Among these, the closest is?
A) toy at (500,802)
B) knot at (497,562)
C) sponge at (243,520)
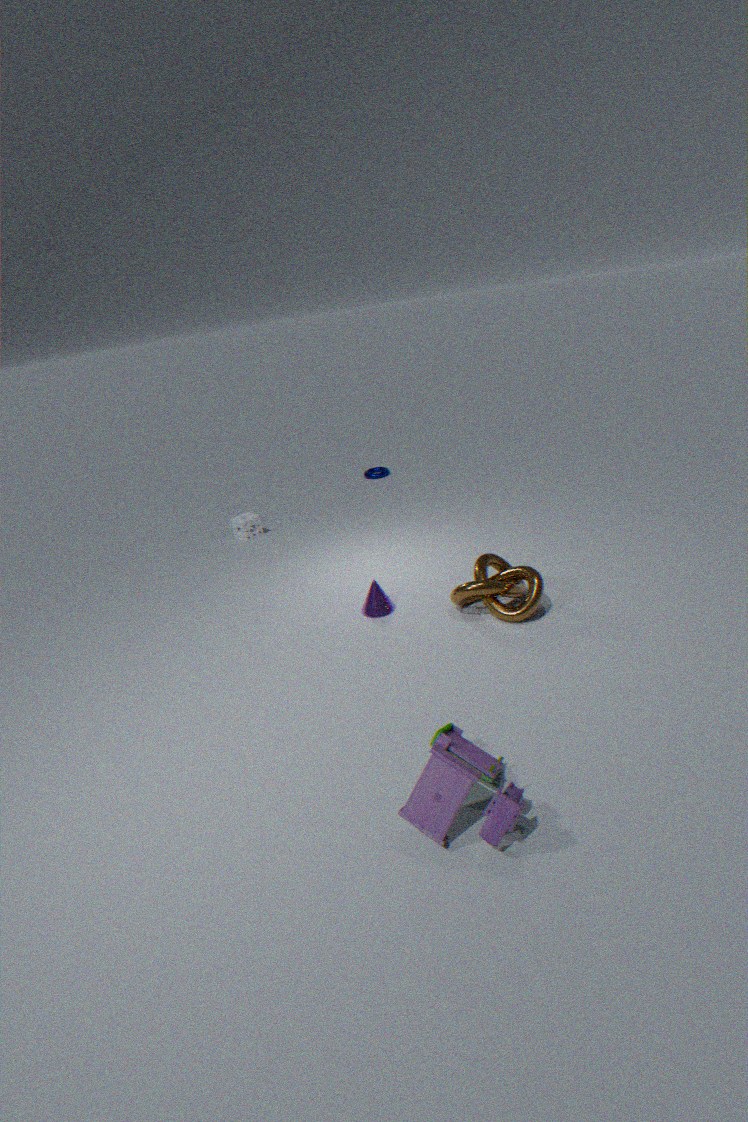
toy at (500,802)
